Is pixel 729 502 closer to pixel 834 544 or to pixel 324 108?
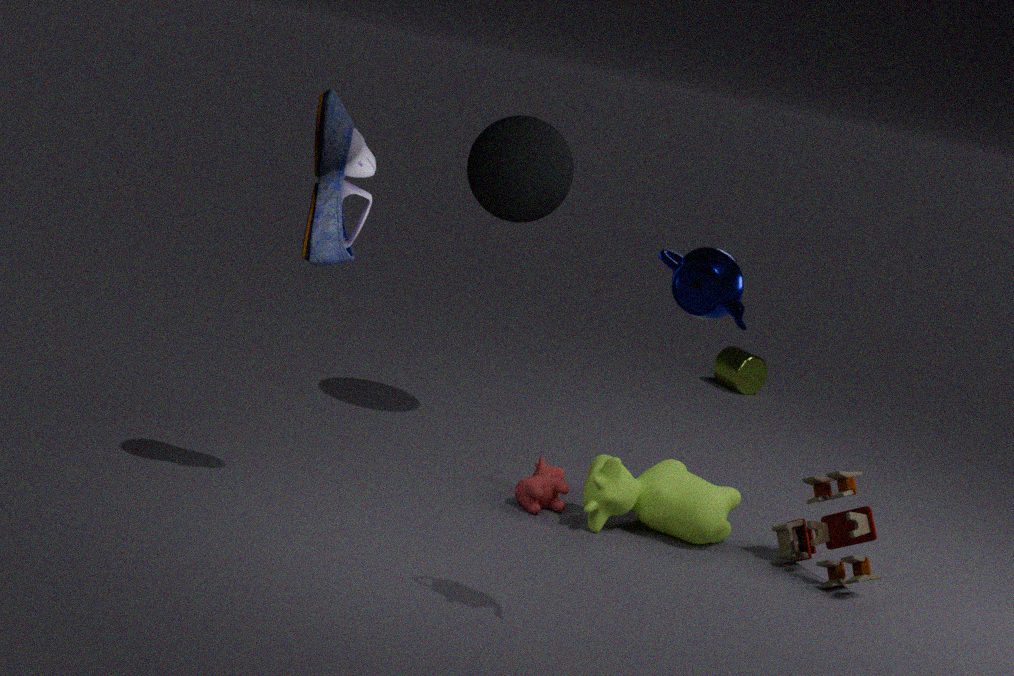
pixel 834 544
